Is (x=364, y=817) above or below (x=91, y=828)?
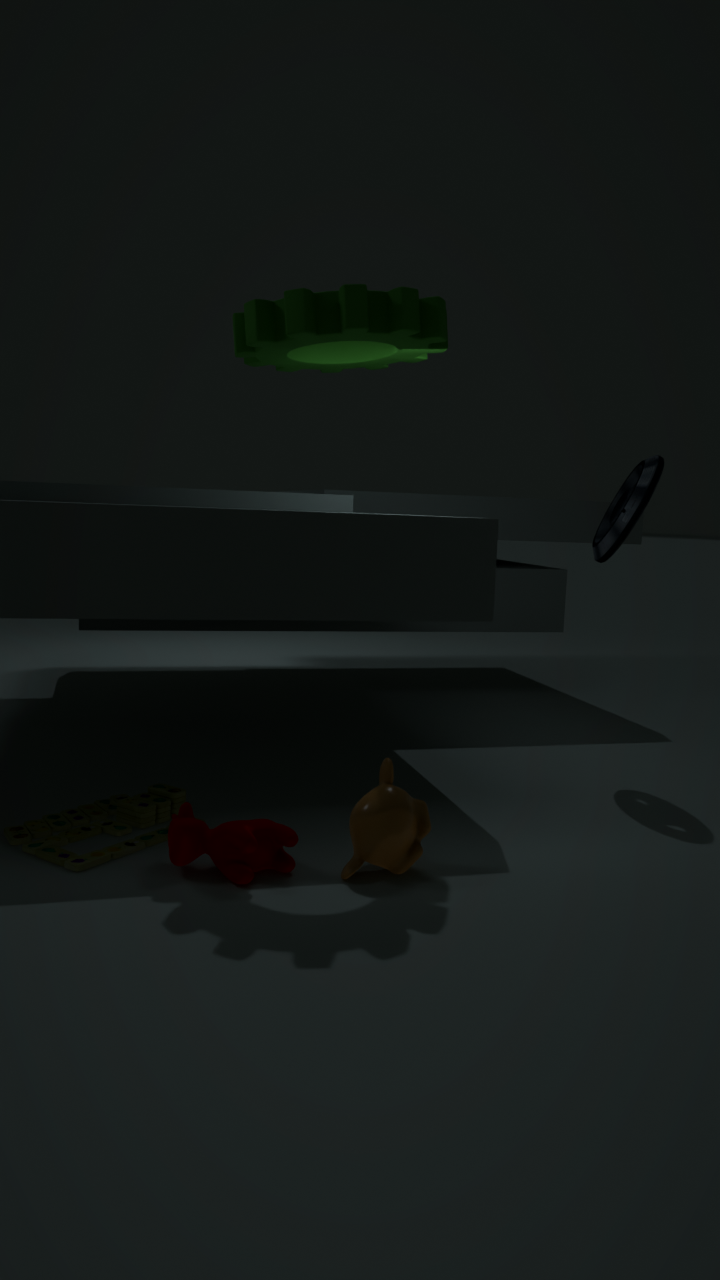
above
